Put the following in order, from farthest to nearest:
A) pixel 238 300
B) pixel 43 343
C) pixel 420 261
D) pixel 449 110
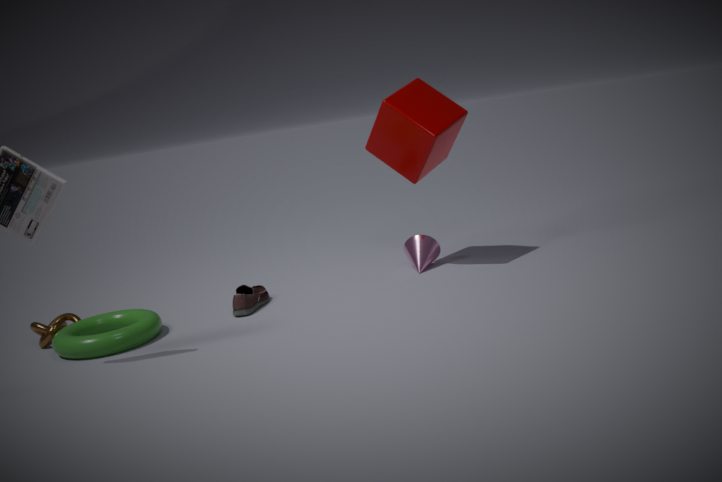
pixel 420 261
pixel 449 110
pixel 238 300
pixel 43 343
